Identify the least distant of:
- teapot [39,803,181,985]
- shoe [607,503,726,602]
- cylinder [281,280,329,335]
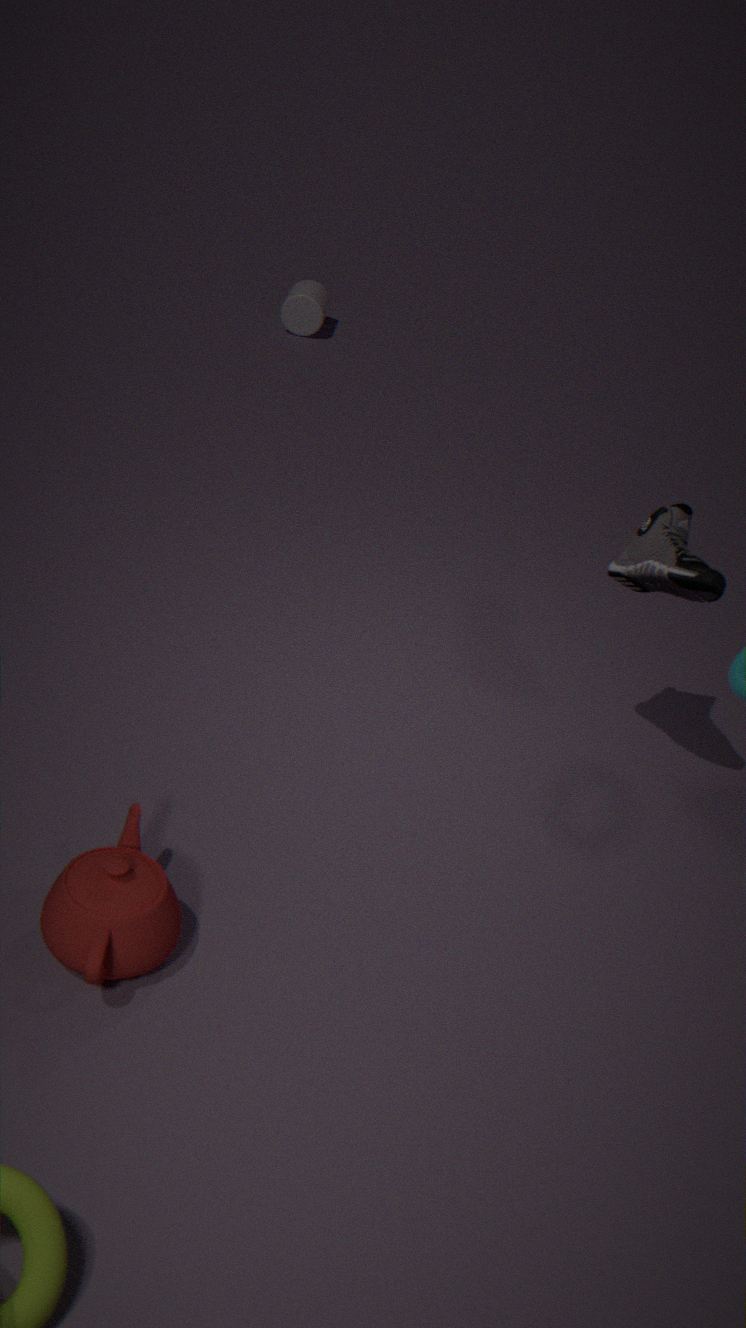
teapot [39,803,181,985]
